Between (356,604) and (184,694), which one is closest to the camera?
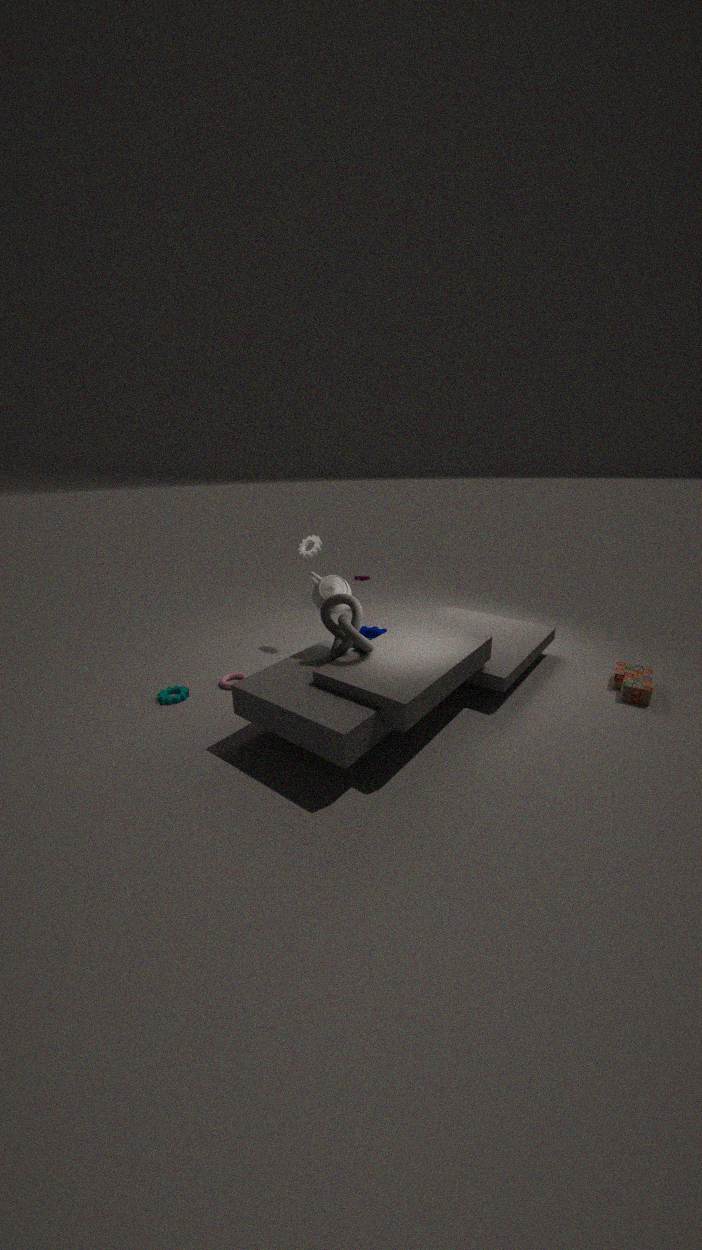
(356,604)
